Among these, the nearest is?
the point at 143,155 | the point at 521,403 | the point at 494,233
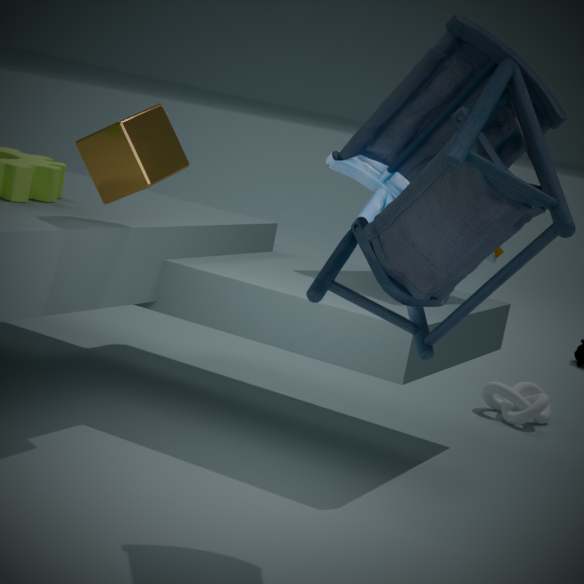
the point at 494,233
